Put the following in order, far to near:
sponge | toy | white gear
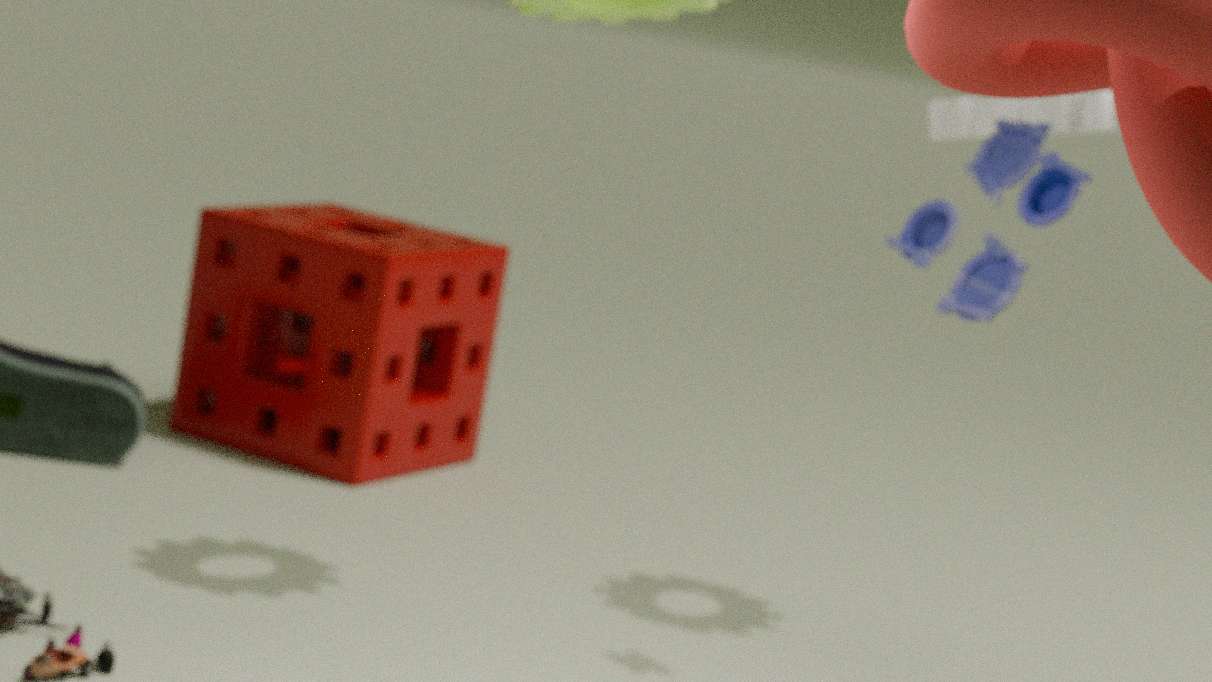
sponge
white gear
toy
